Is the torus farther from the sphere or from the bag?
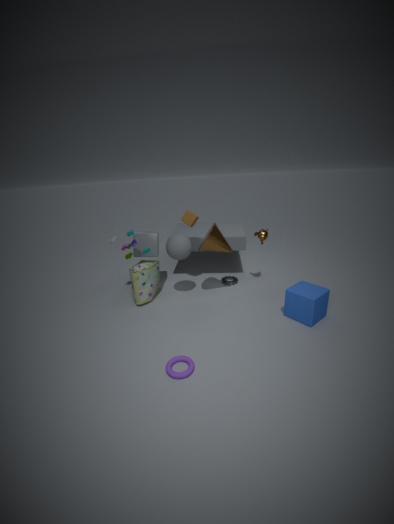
the sphere
